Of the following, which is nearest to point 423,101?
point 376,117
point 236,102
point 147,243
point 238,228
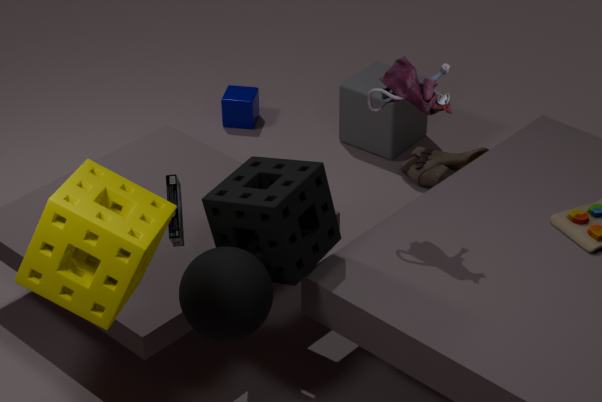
point 238,228
